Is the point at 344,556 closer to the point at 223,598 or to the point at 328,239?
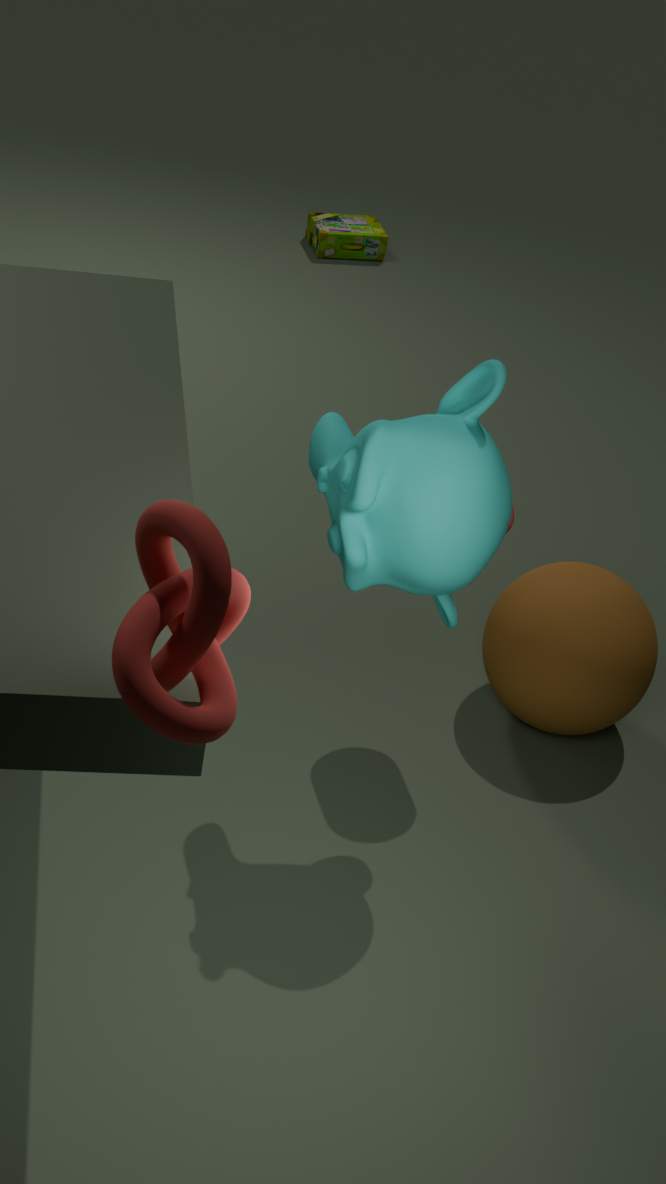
the point at 223,598
